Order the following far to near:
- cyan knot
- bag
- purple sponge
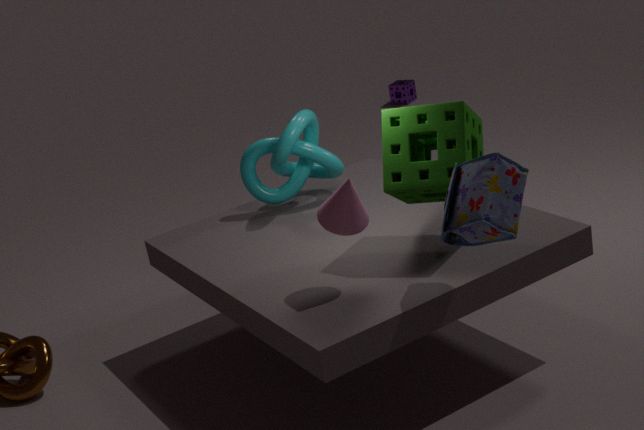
purple sponge, cyan knot, bag
